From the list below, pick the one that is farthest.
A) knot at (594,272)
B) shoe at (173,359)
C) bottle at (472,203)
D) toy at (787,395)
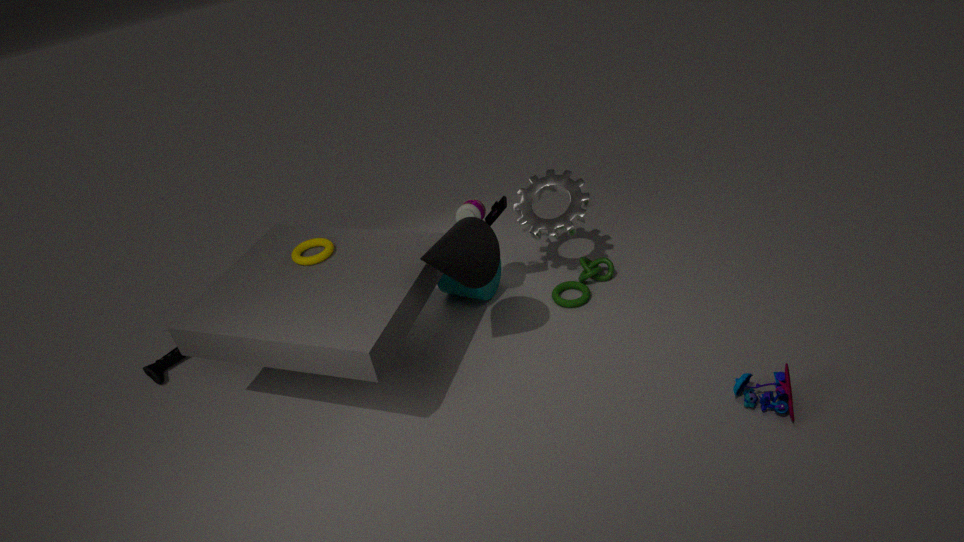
knot at (594,272)
